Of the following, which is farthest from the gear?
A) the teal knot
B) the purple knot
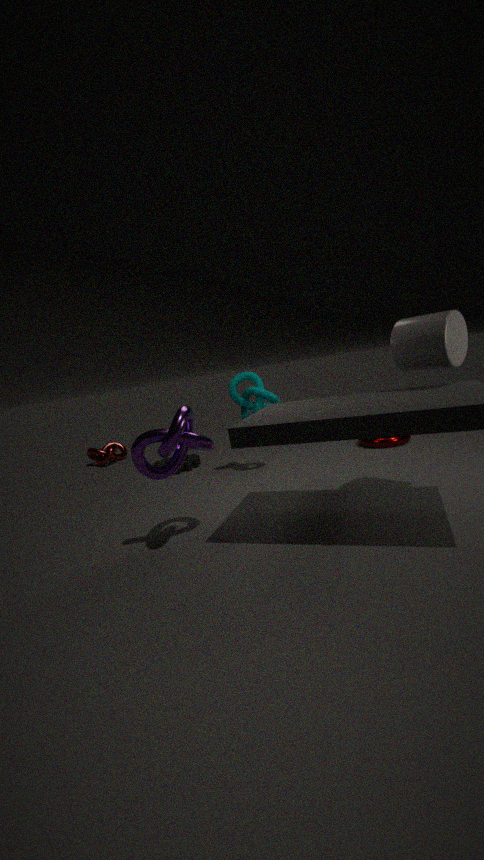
the purple knot
